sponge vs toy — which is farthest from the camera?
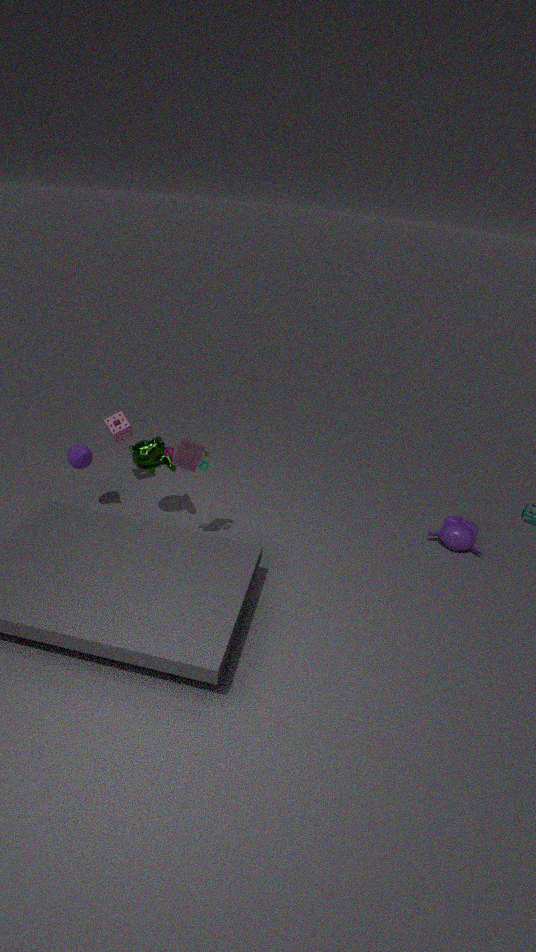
sponge
